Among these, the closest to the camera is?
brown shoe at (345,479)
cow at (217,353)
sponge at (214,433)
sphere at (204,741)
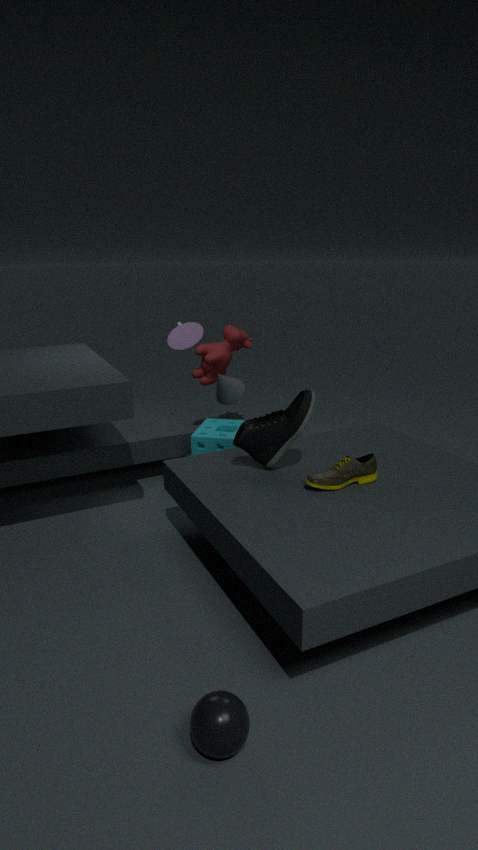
sphere at (204,741)
